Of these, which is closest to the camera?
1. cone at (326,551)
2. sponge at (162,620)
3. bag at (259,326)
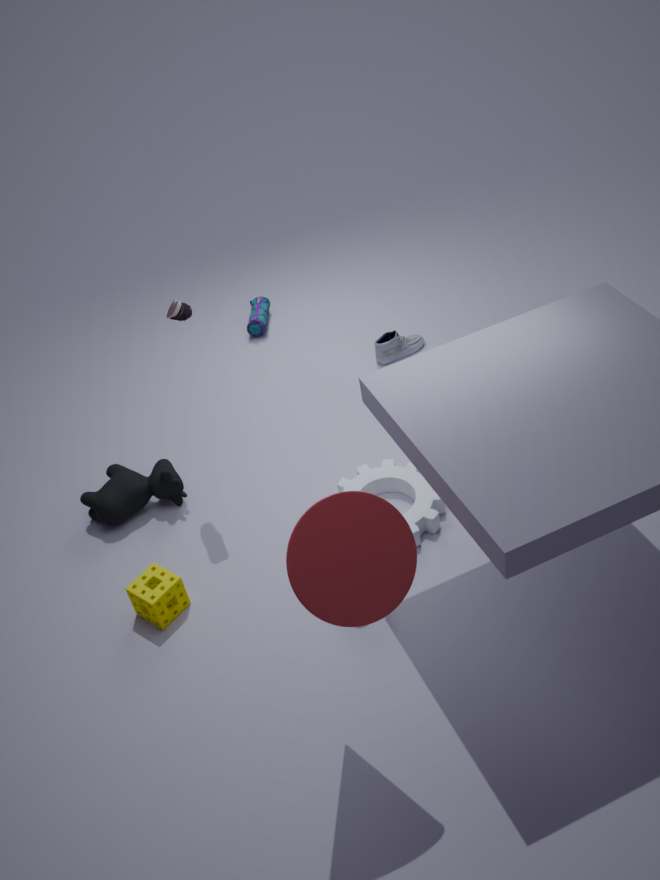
cone at (326,551)
